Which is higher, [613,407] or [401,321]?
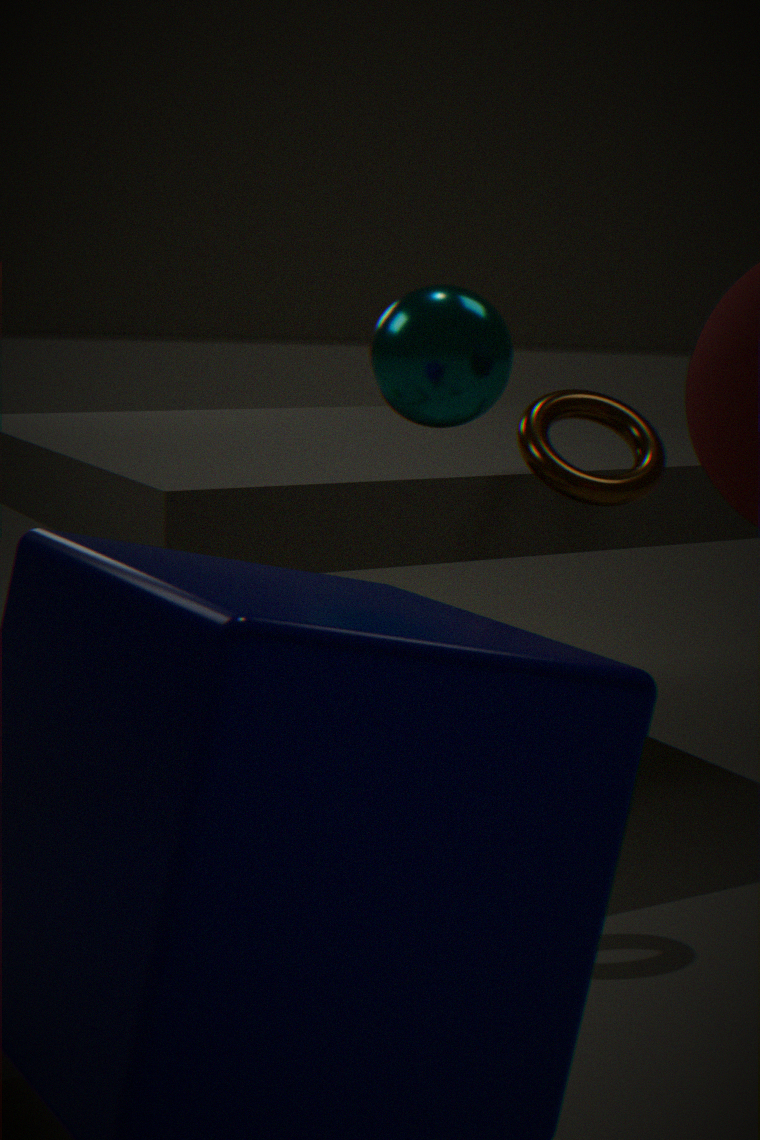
[401,321]
